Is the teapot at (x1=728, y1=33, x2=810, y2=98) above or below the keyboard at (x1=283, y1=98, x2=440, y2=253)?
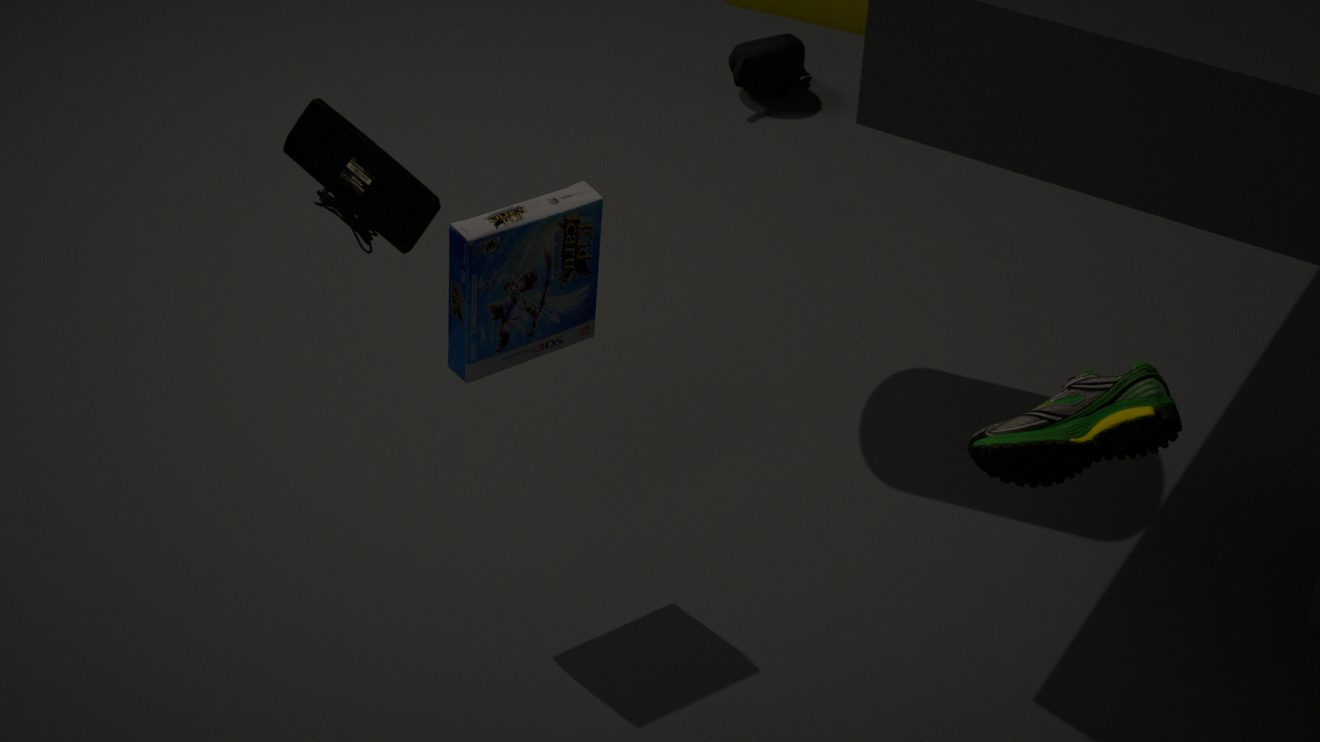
below
